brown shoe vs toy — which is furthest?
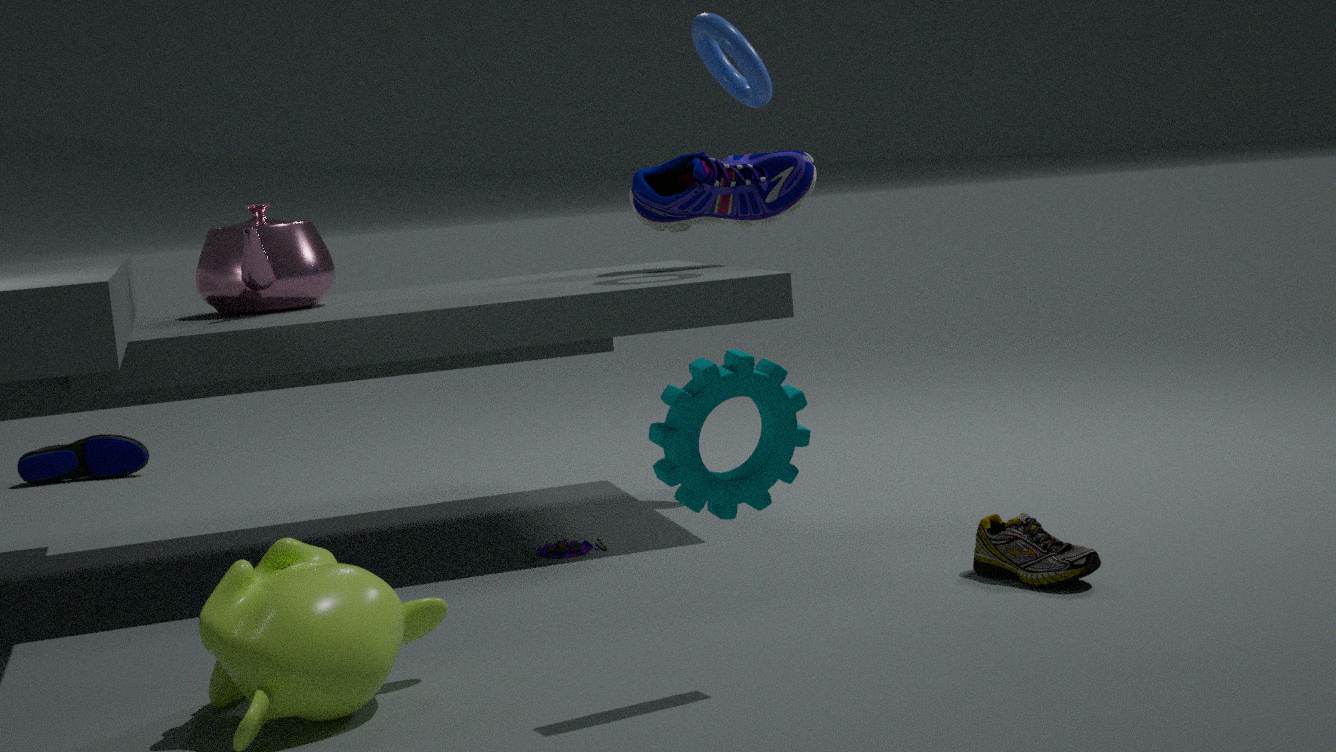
toy
